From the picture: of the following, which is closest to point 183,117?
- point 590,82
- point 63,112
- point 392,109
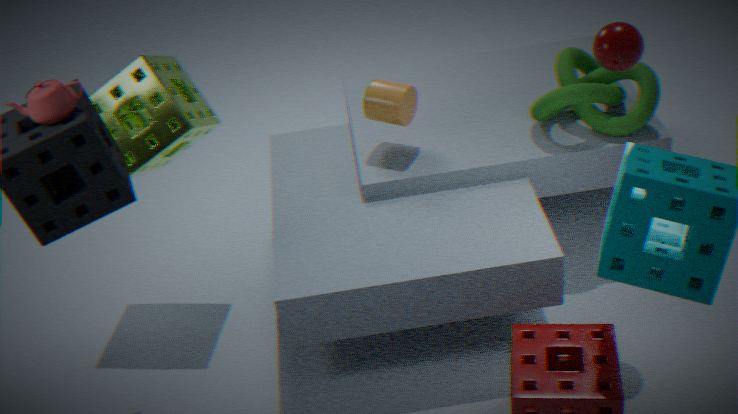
point 63,112
